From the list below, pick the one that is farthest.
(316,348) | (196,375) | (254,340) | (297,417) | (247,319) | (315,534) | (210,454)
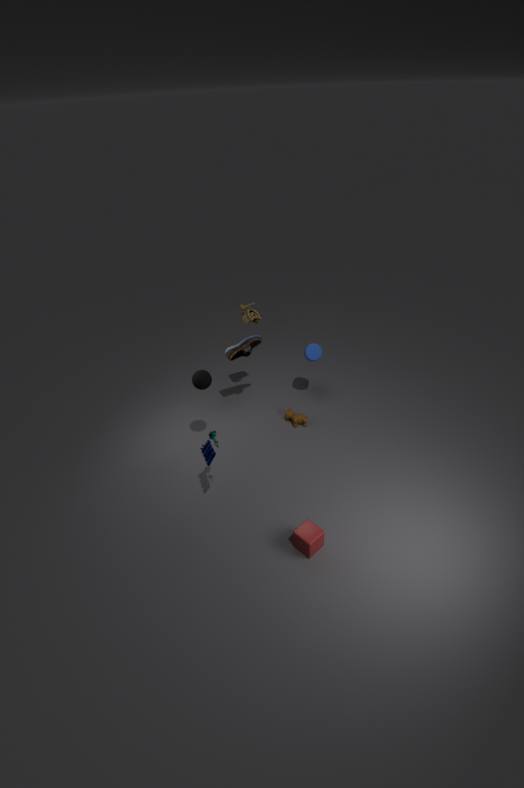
(316,348)
